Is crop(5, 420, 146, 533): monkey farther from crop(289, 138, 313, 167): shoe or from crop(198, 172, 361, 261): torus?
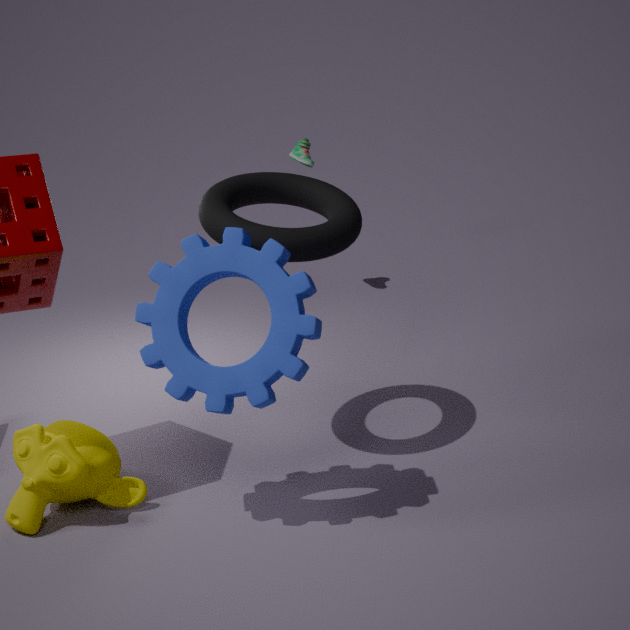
crop(289, 138, 313, 167): shoe
